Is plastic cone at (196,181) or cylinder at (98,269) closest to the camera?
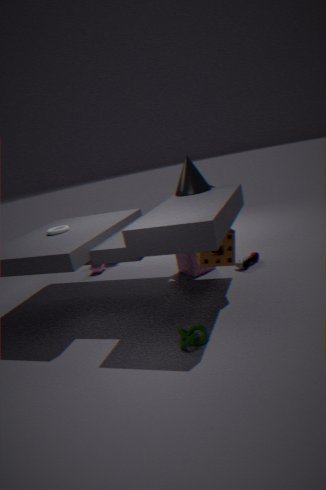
plastic cone at (196,181)
